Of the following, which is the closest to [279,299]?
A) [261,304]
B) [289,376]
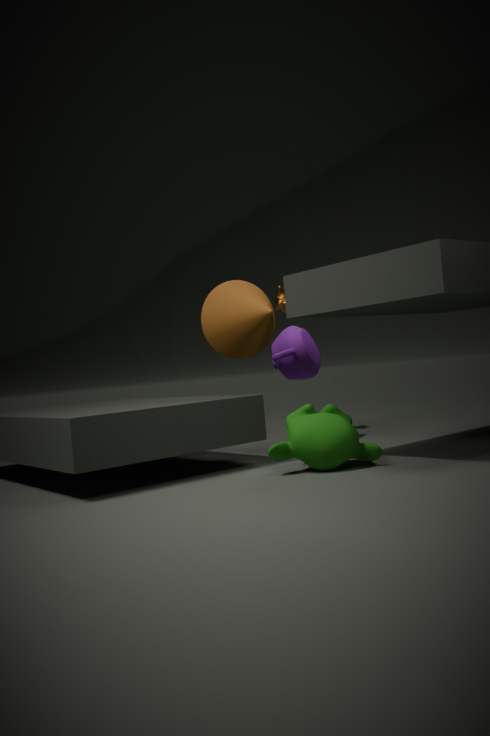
[289,376]
